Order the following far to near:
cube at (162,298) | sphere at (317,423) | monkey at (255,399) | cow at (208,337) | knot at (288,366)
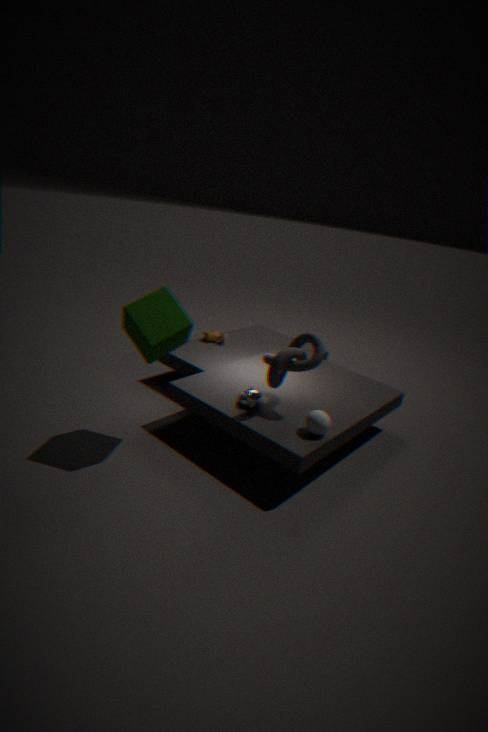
cow at (208,337) → monkey at (255,399) → knot at (288,366) → sphere at (317,423) → cube at (162,298)
